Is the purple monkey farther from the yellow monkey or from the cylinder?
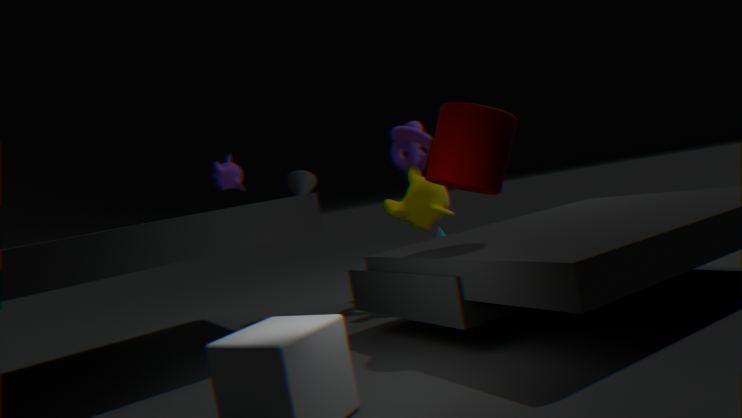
the cylinder
